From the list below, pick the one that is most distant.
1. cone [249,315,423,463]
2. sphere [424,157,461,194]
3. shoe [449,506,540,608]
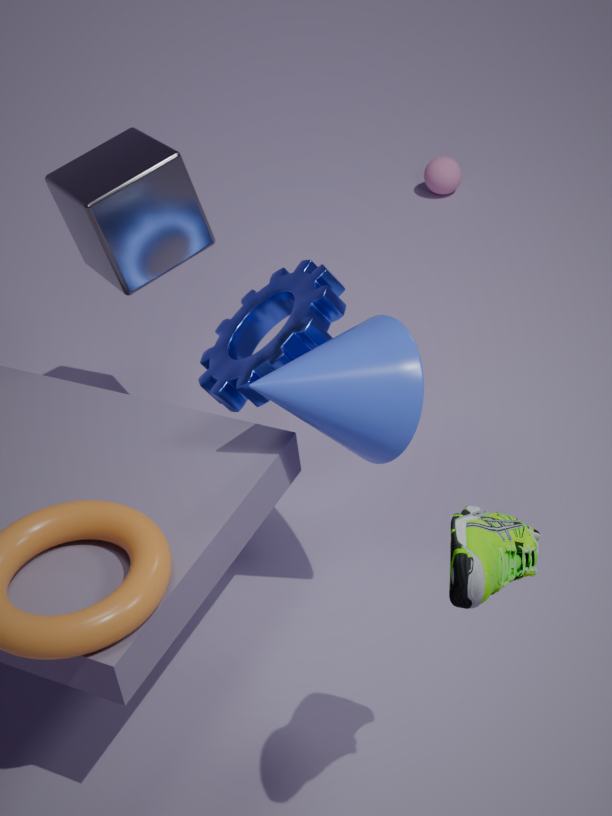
sphere [424,157,461,194]
